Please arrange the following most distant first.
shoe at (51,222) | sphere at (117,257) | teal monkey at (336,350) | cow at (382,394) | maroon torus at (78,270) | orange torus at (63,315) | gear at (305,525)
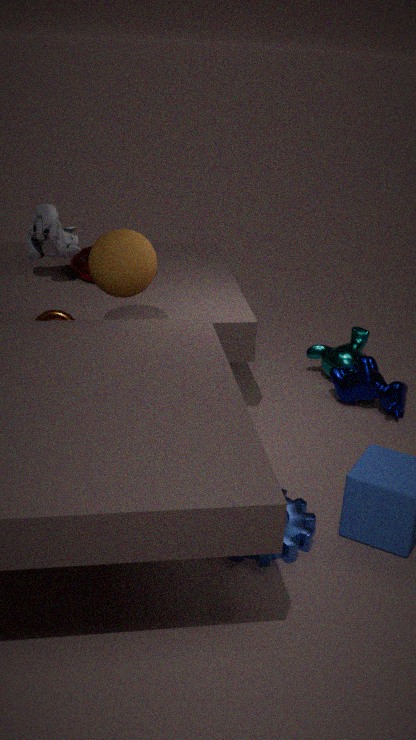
teal monkey at (336,350)
maroon torus at (78,270)
cow at (382,394)
shoe at (51,222)
orange torus at (63,315)
sphere at (117,257)
gear at (305,525)
